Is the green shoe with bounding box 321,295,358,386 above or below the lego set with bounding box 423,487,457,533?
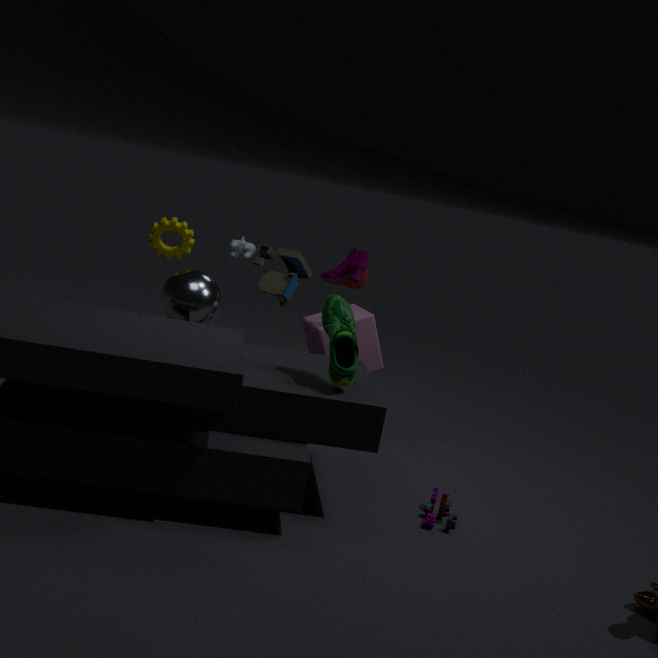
above
